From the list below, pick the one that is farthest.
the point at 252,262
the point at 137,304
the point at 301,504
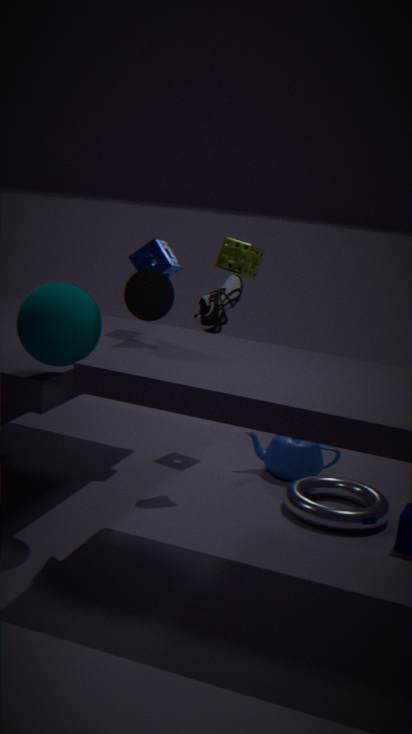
the point at 252,262
